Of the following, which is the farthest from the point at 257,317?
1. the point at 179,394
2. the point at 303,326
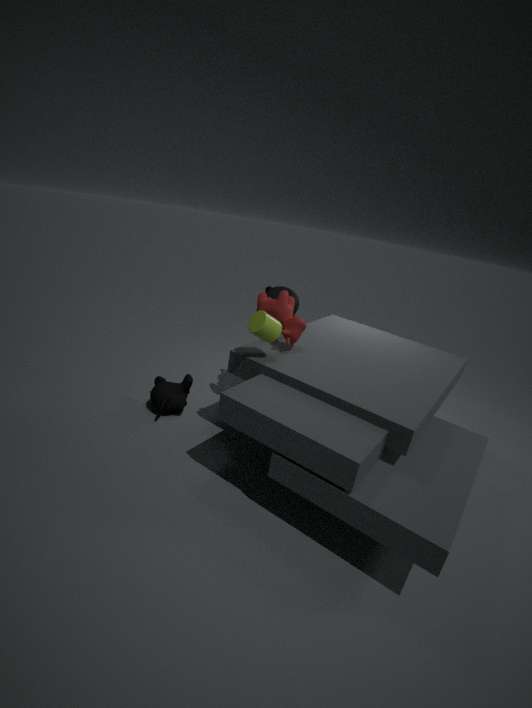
the point at 179,394
